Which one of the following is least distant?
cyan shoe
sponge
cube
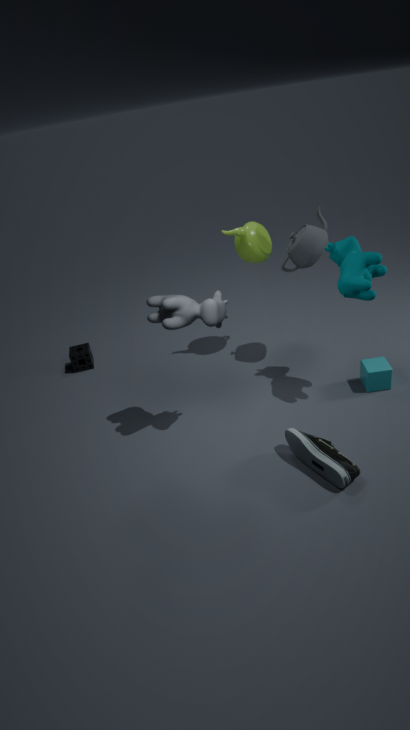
cyan shoe
